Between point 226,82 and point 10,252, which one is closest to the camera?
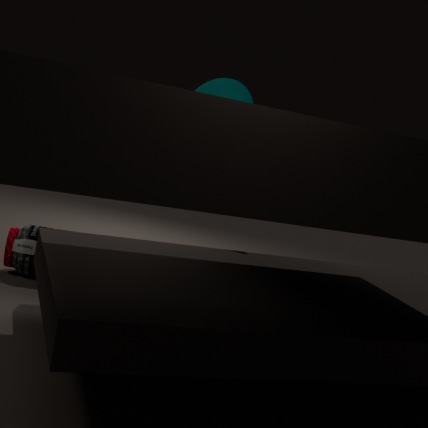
point 10,252
